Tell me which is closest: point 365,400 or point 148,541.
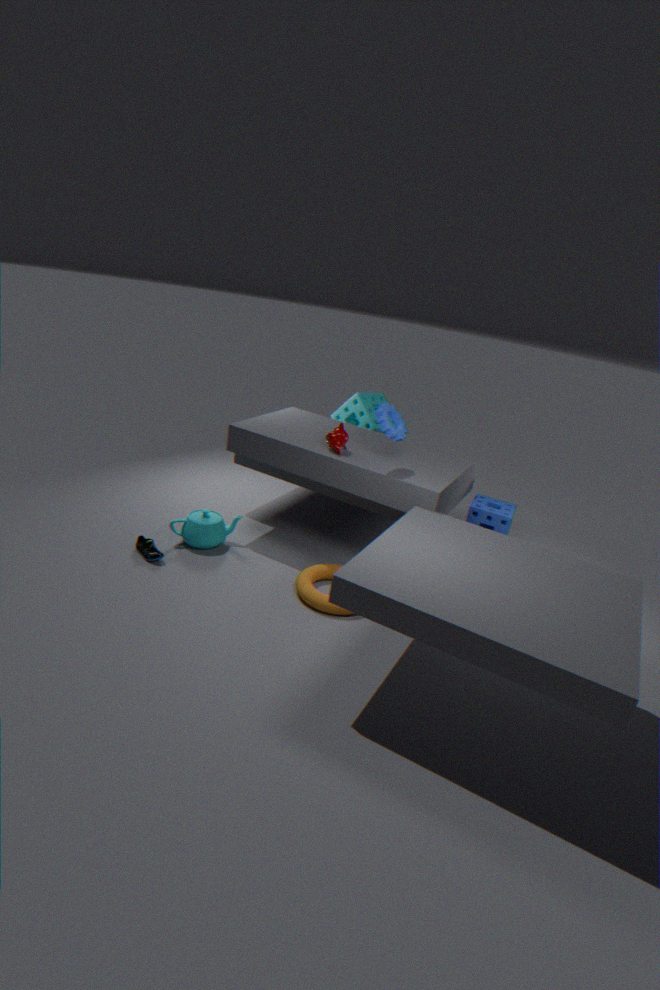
point 148,541
